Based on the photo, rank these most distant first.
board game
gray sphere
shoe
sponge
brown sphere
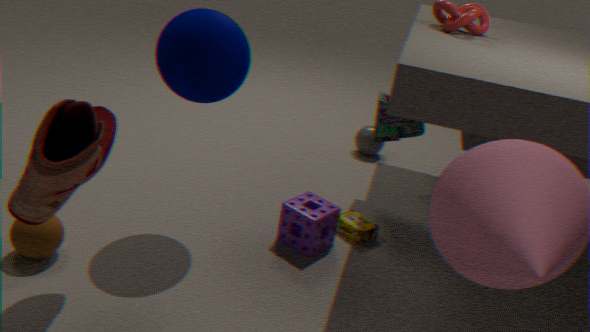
gray sphere → board game → sponge → brown sphere → shoe
